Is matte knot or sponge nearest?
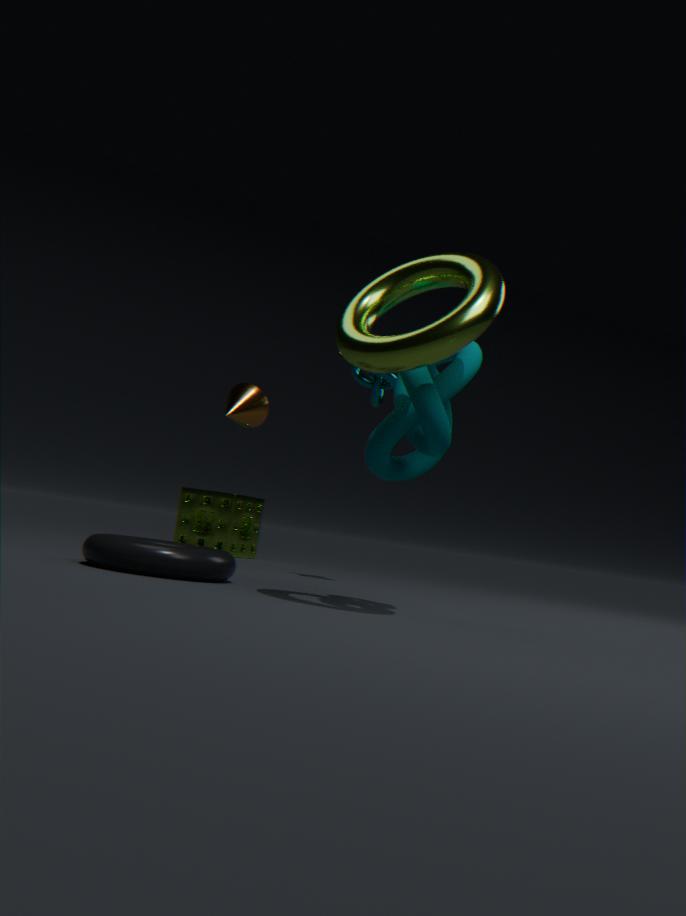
matte knot
